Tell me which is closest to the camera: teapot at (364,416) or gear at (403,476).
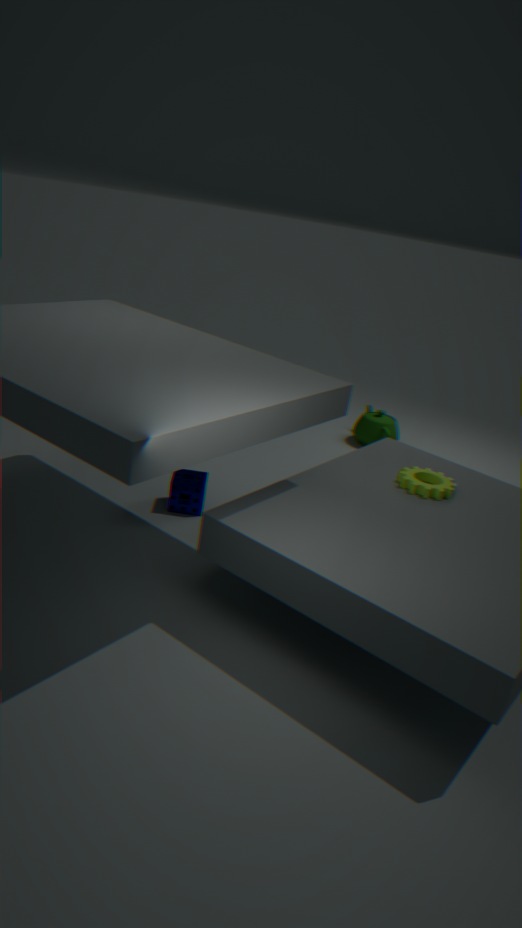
gear at (403,476)
